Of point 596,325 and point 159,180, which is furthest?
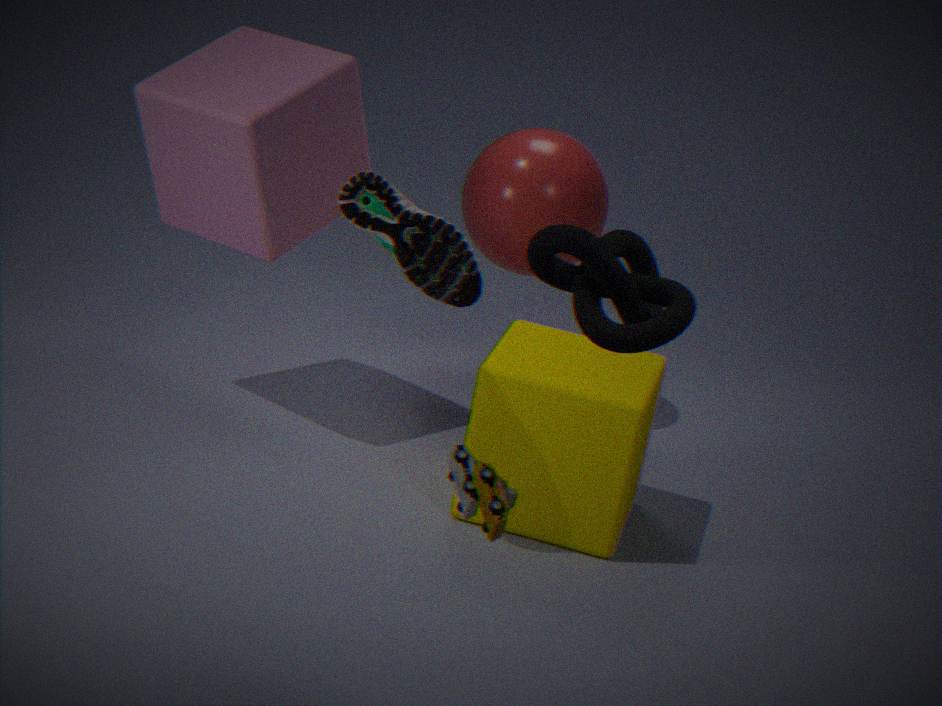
point 159,180
